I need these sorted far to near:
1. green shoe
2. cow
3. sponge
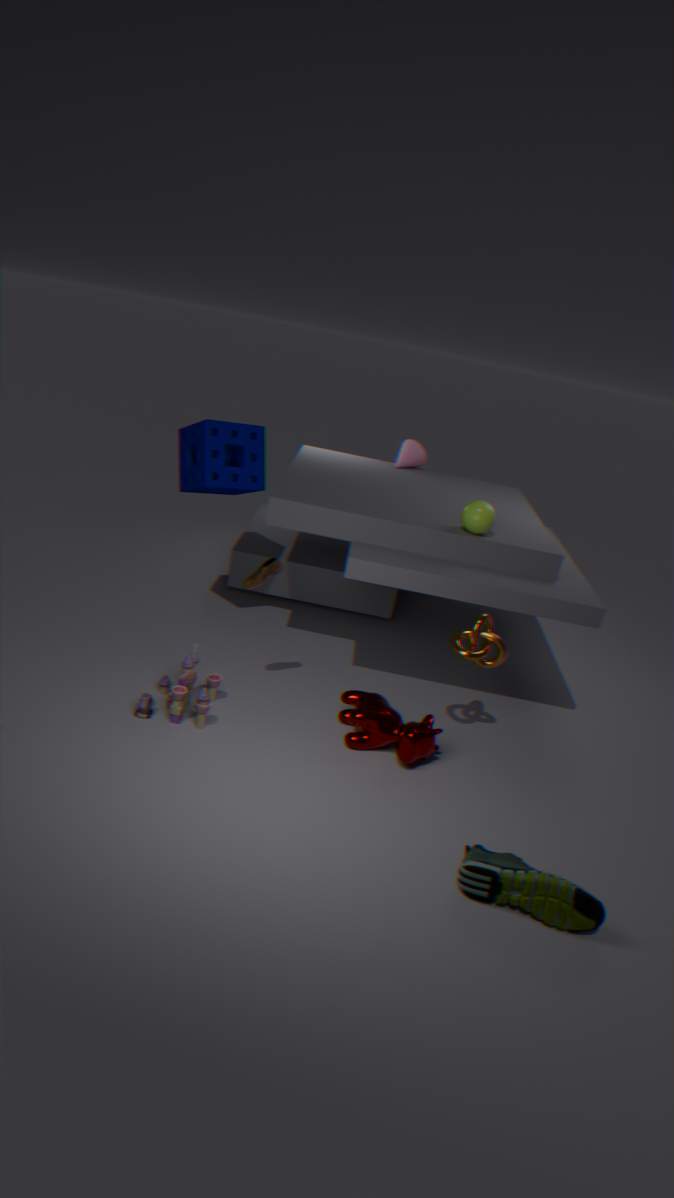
1. sponge
2. cow
3. green shoe
